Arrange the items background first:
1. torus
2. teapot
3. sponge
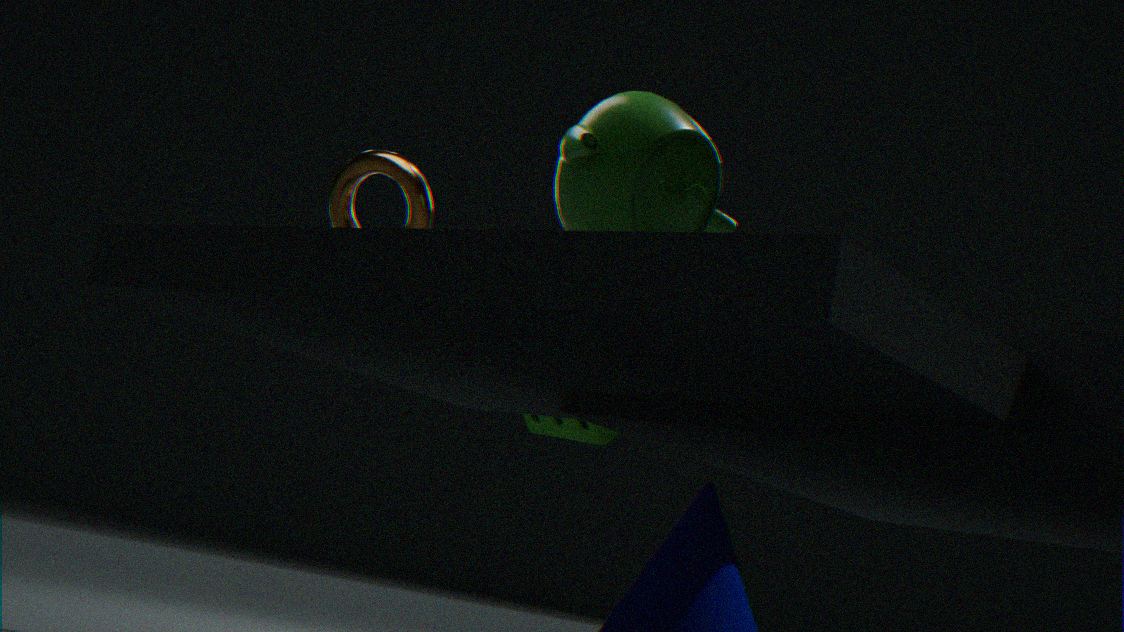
sponge
torus
teapot
